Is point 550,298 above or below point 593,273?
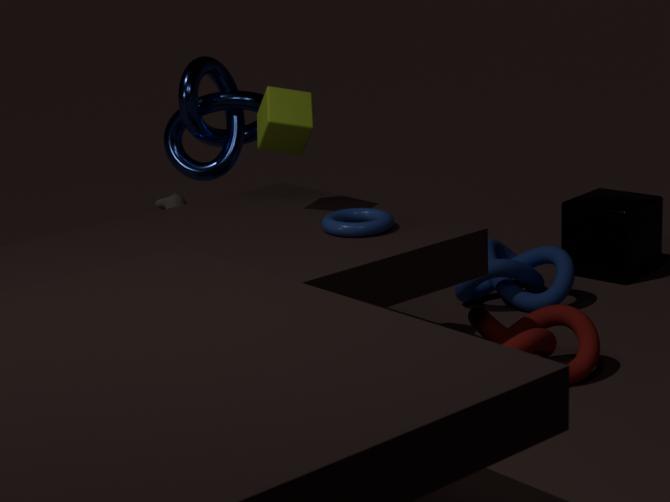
below
